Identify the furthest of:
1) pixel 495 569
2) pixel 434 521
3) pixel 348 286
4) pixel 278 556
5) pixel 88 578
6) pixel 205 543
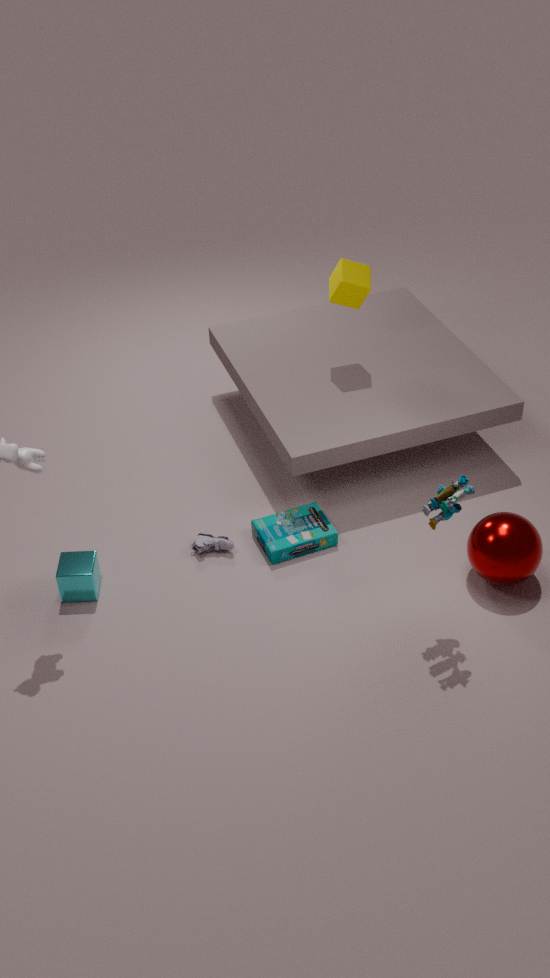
3. pixel 348 286
